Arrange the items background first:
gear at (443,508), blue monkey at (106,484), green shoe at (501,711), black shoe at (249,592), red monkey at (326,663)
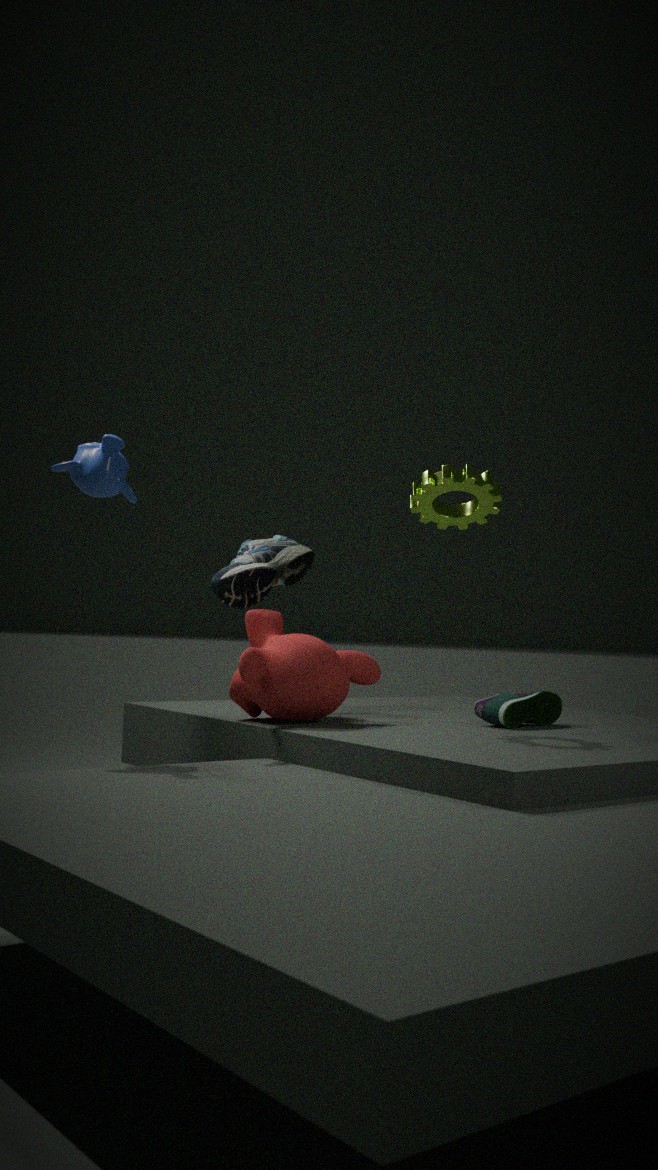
1. black shoe at (249,592)
2. green shoe at (501,711)
3. gear at (443,508)
4. blue monkey at (106,484)
5. red monkey at (326,663)
